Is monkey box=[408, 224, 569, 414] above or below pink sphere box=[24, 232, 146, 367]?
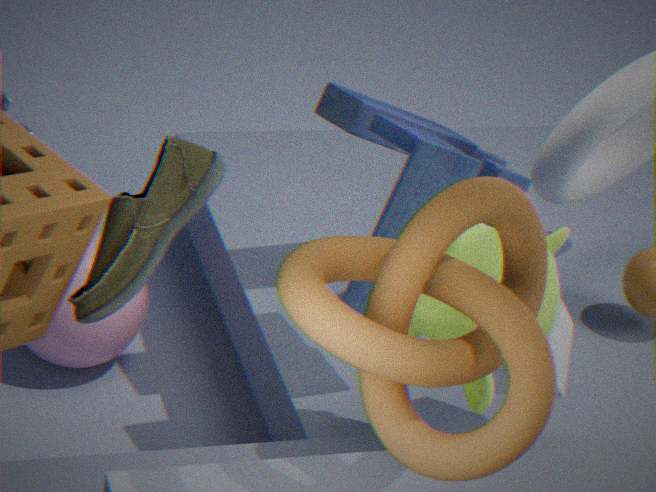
above
